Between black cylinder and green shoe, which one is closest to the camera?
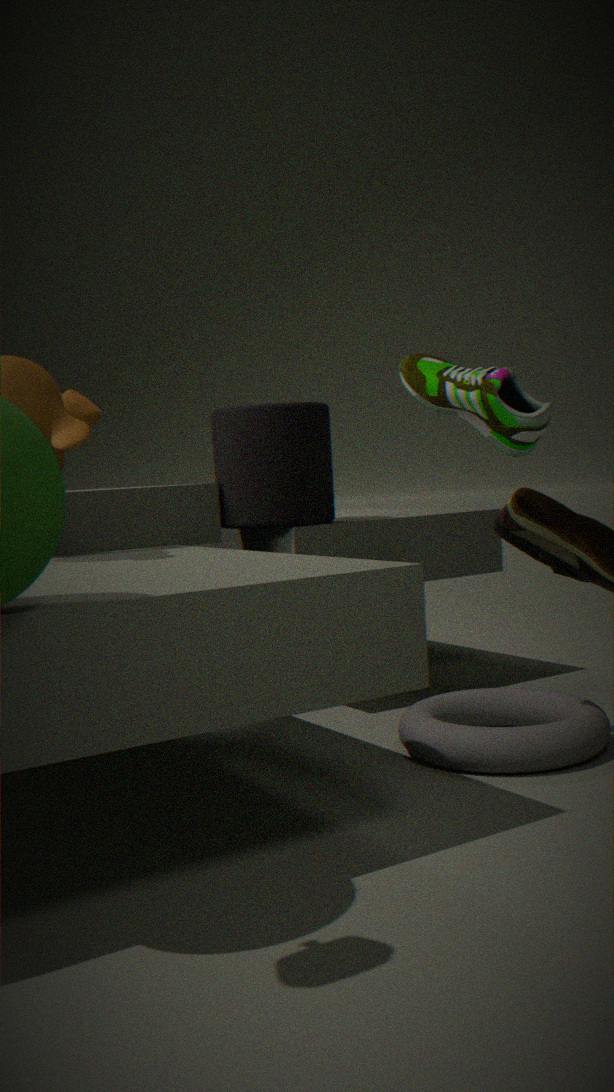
green shoe
